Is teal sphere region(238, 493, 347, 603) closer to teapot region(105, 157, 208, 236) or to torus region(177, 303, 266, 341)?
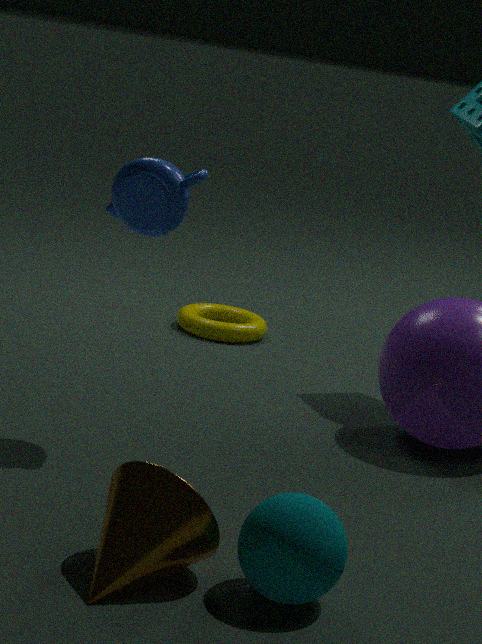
teapot region(105, 157, 208, 236)
